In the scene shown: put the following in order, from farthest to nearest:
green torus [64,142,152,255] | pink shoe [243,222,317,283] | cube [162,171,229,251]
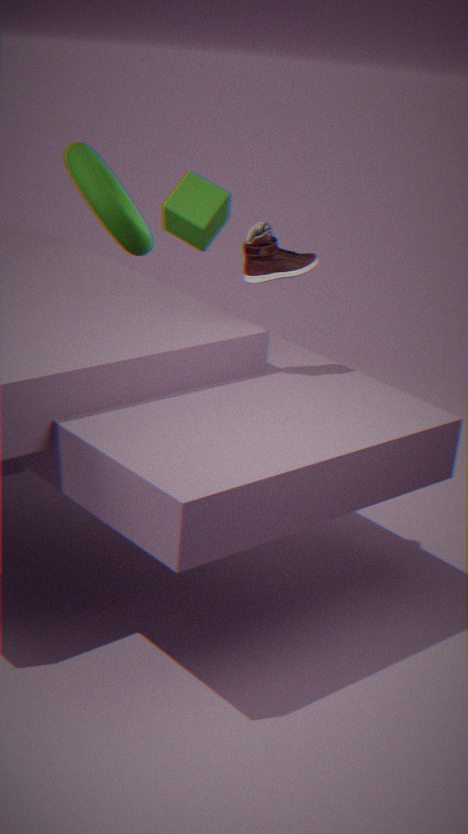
green torus [64,142,152,255], cube [162,171,229,251], pink shoe [243,222,317,283]
